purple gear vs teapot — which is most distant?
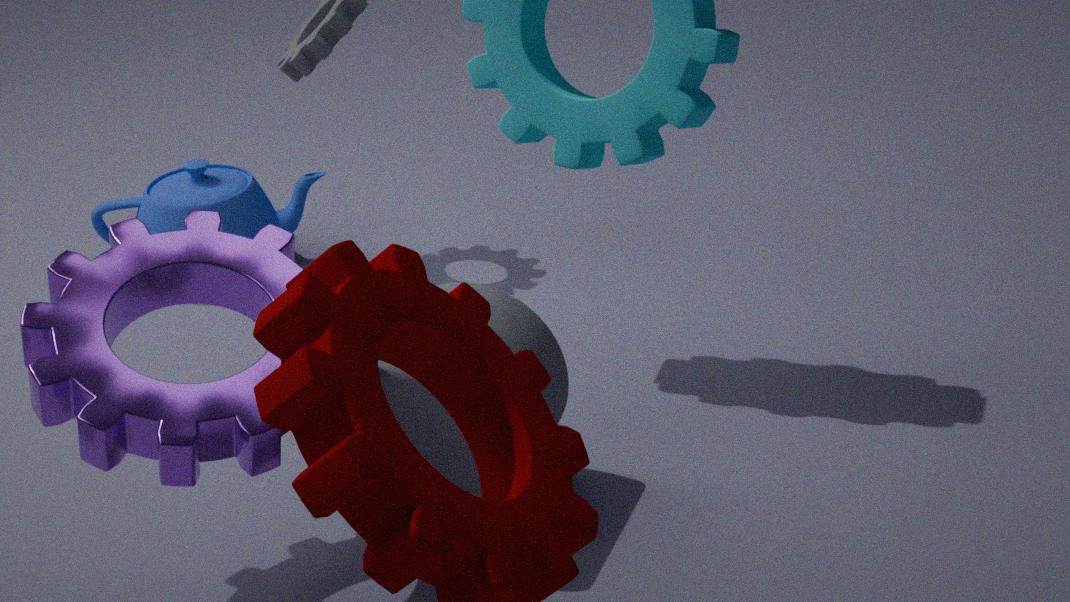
teapot
